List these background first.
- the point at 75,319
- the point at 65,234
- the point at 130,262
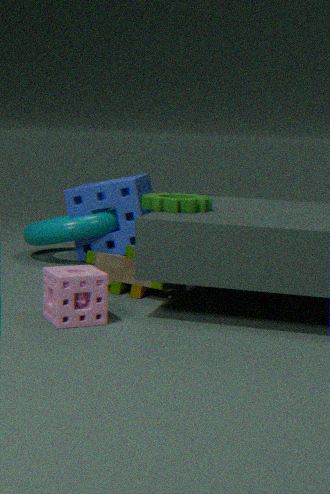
1. the point at 65,234
2. the point at 130,262
3. the point at 75,319
